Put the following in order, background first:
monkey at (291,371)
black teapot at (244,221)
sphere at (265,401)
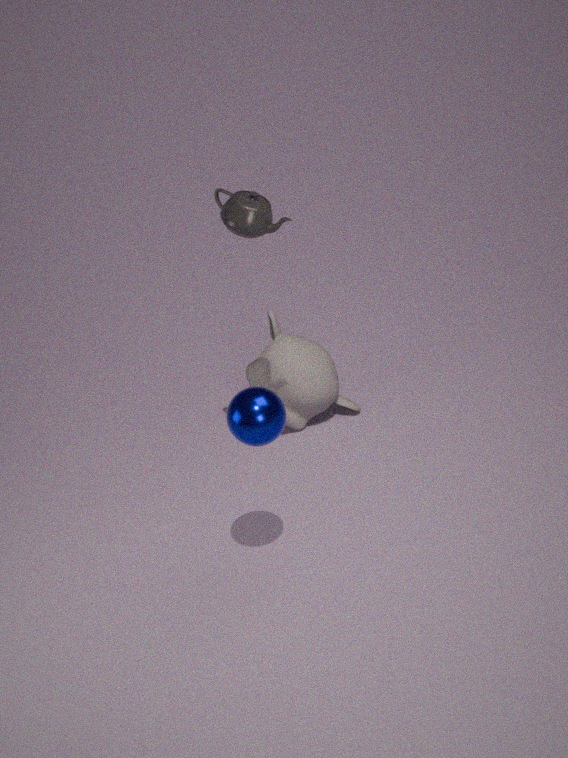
monkey at (291,371), black teapot at (244,221), sphere at (265,401)
